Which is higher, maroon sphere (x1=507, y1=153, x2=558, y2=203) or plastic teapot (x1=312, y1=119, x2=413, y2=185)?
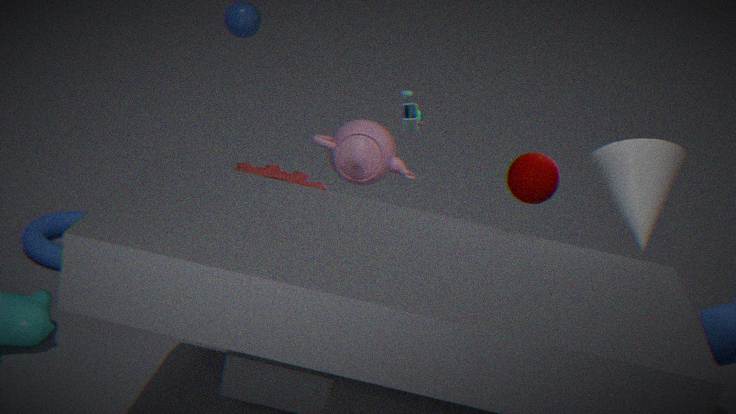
maroon sphere (x1=507, y1=153, x2=558, y2=203)
